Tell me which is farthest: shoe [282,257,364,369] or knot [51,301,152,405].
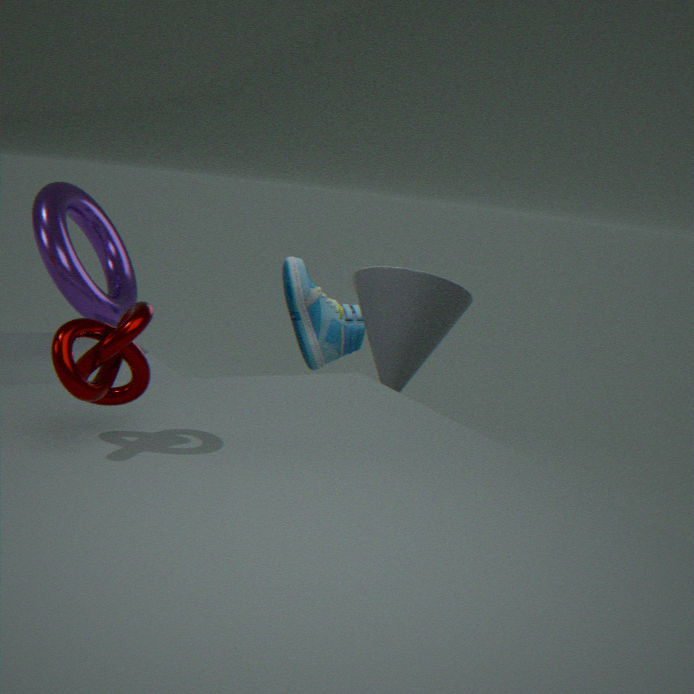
shoe [282,257,364,369]
